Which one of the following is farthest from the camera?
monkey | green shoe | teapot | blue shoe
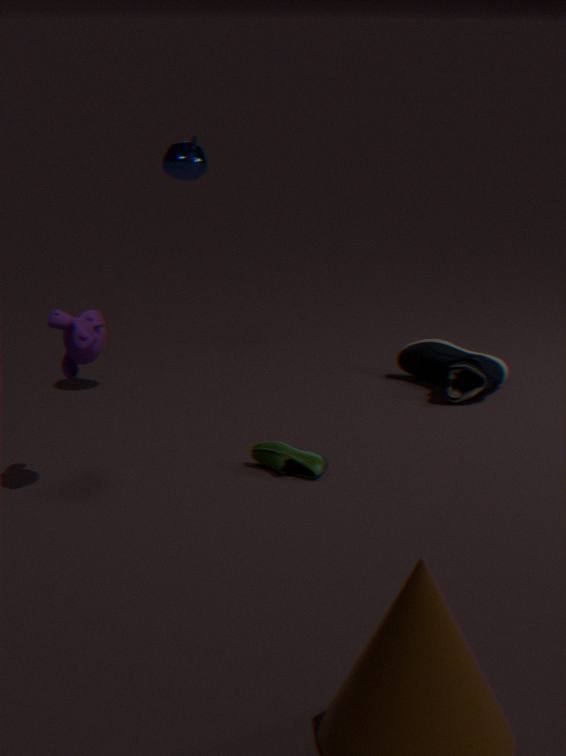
blue shoe
